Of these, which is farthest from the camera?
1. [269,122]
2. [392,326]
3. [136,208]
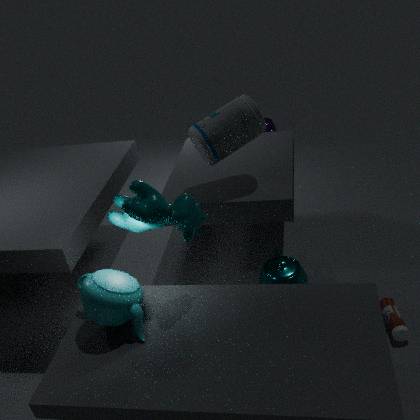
[269,122]
